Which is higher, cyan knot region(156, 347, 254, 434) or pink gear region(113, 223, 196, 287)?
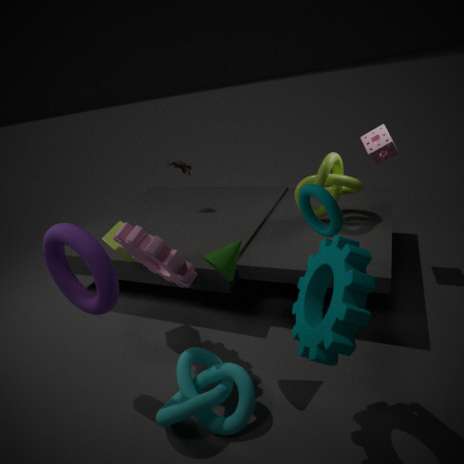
pink gear region(113, 223, 196, 287)
